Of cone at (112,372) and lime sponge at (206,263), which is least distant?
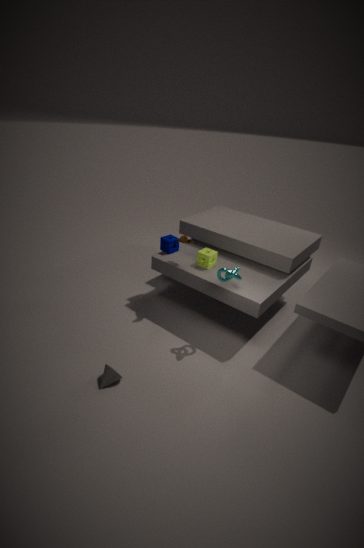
cone at (112,372)
